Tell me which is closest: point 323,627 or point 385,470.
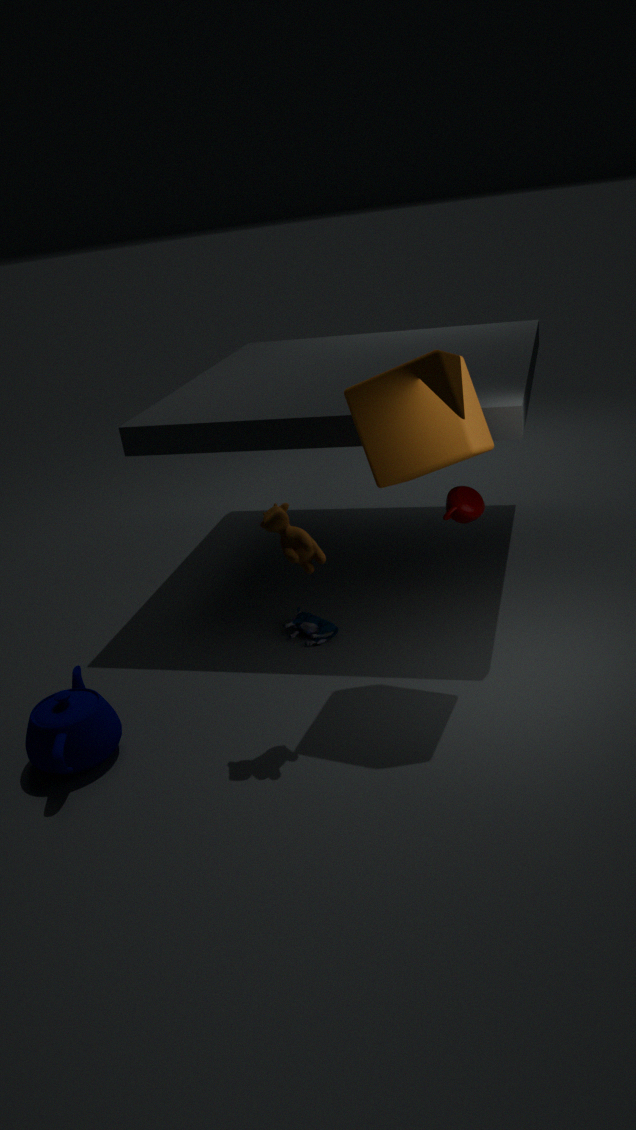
point 385,470
